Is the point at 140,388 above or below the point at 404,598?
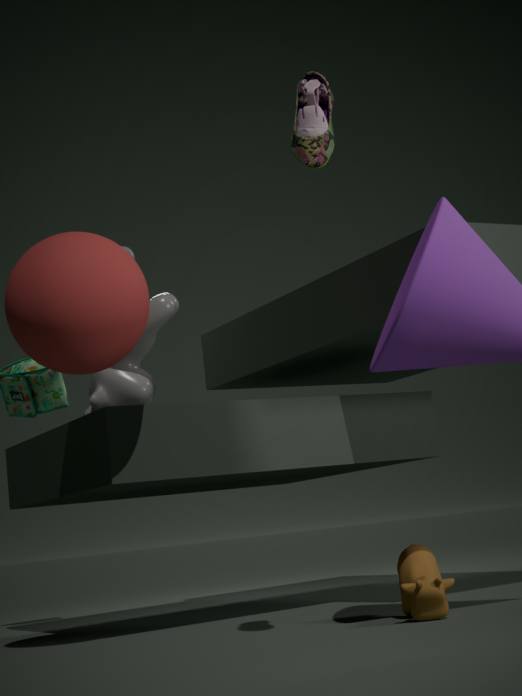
above
